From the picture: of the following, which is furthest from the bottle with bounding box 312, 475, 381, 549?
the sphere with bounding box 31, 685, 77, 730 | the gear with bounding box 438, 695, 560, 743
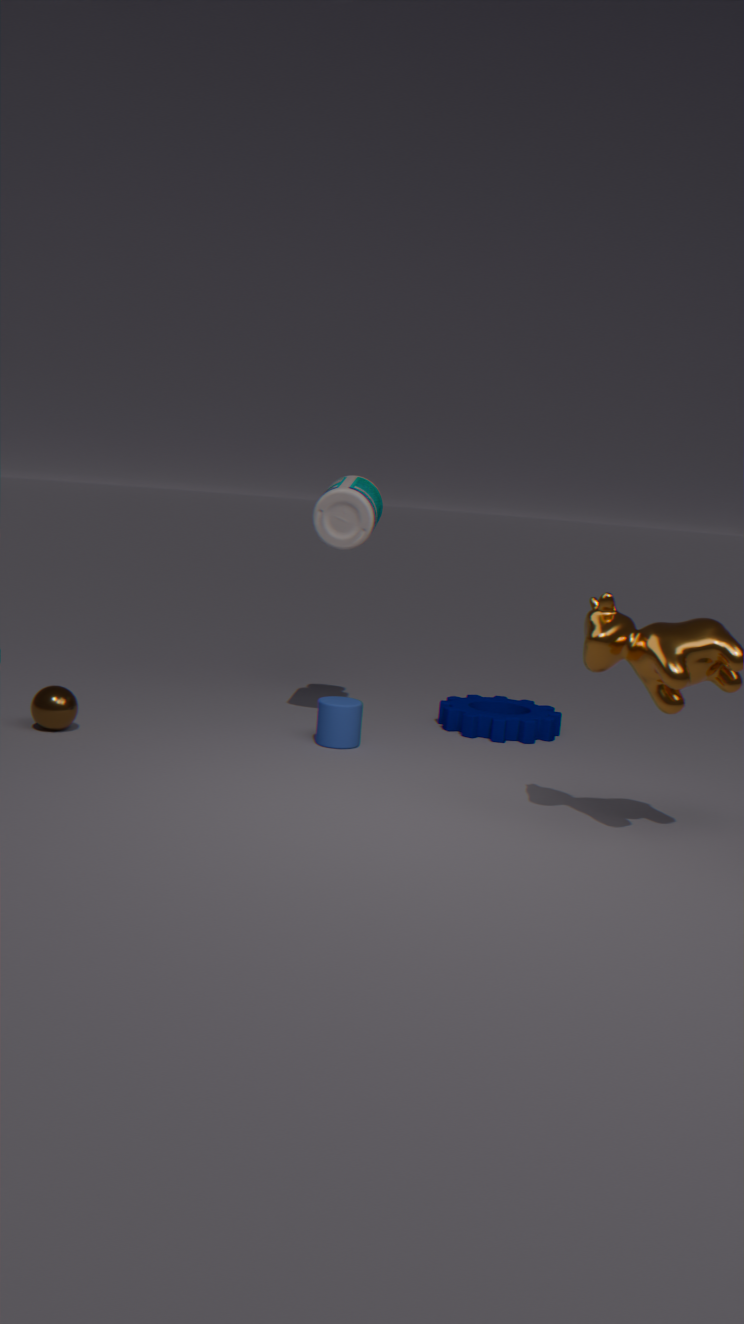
the sphere with bounding box 31, 685, 77, 730
